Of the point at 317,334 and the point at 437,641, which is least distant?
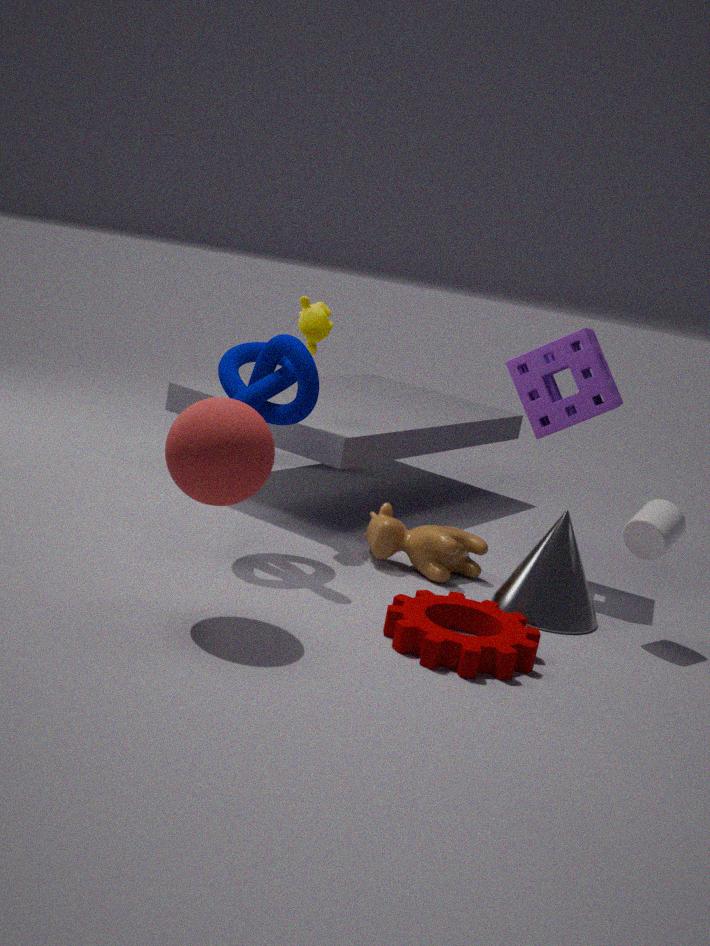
the point at 437,641
